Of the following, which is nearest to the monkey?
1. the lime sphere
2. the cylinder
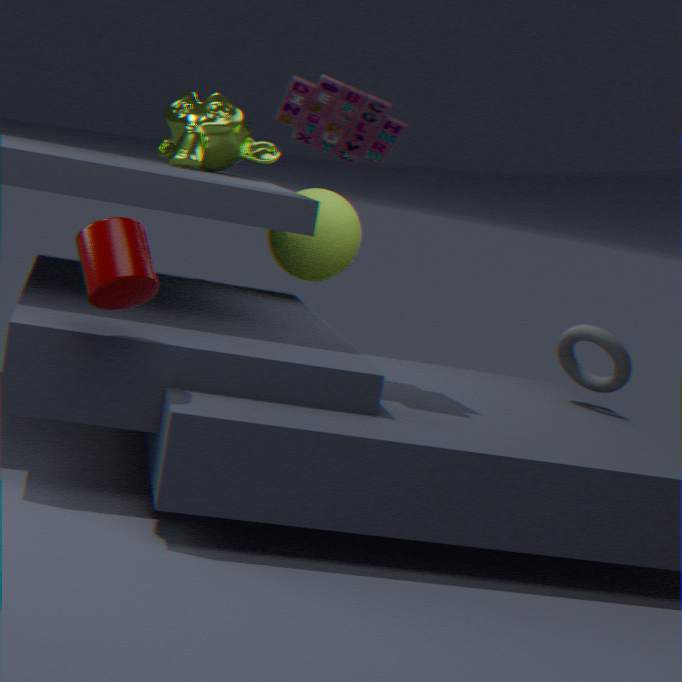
the lime sphere
